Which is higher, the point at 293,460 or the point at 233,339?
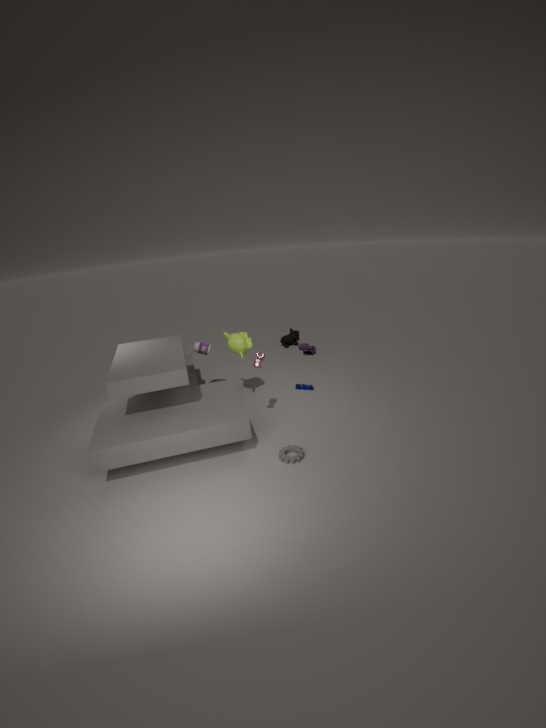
the point at 233,339
